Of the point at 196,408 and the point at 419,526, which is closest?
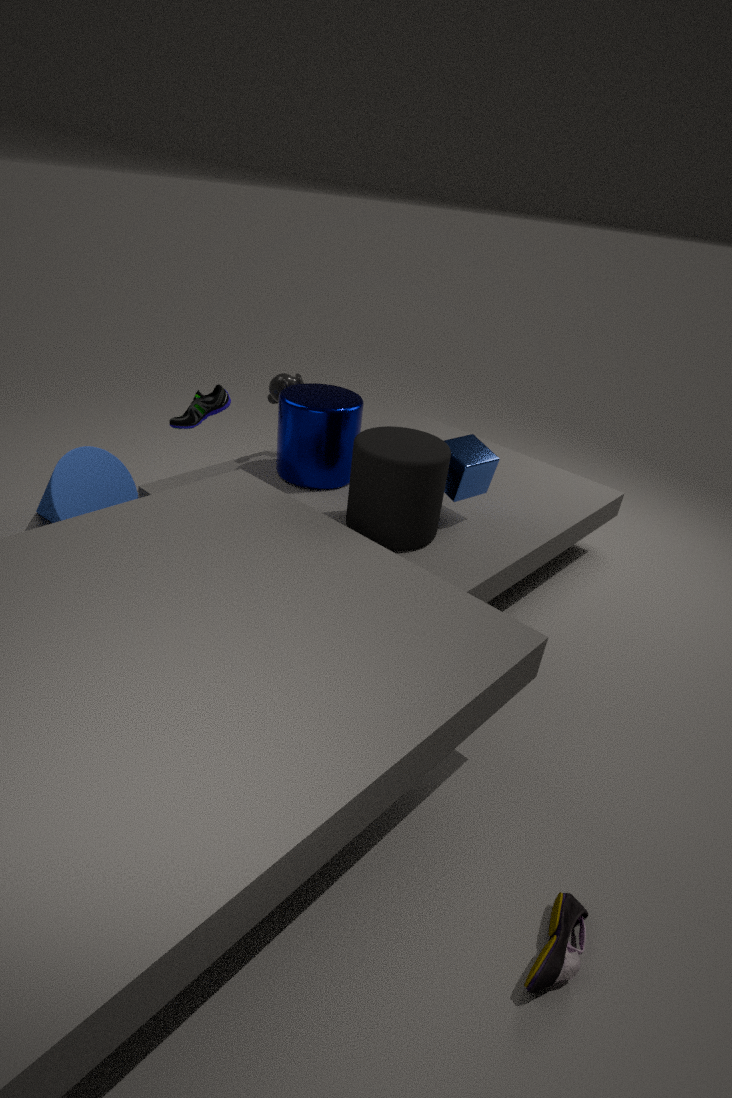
the point at 419,526
